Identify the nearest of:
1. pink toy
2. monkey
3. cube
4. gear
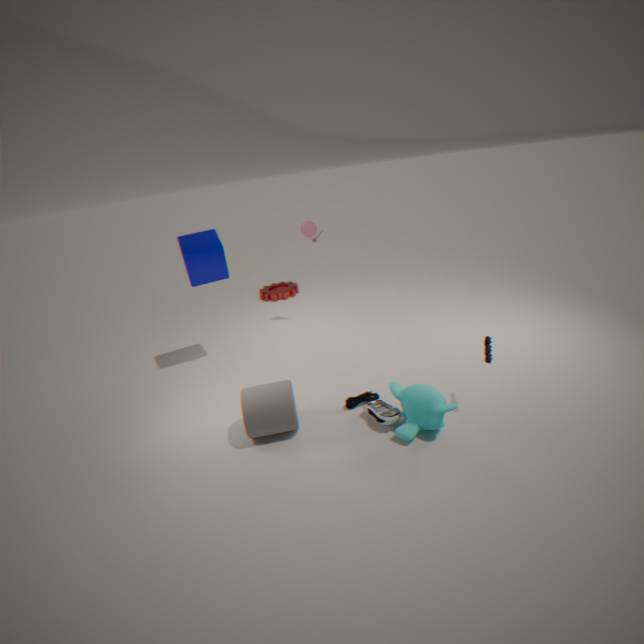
monkey
